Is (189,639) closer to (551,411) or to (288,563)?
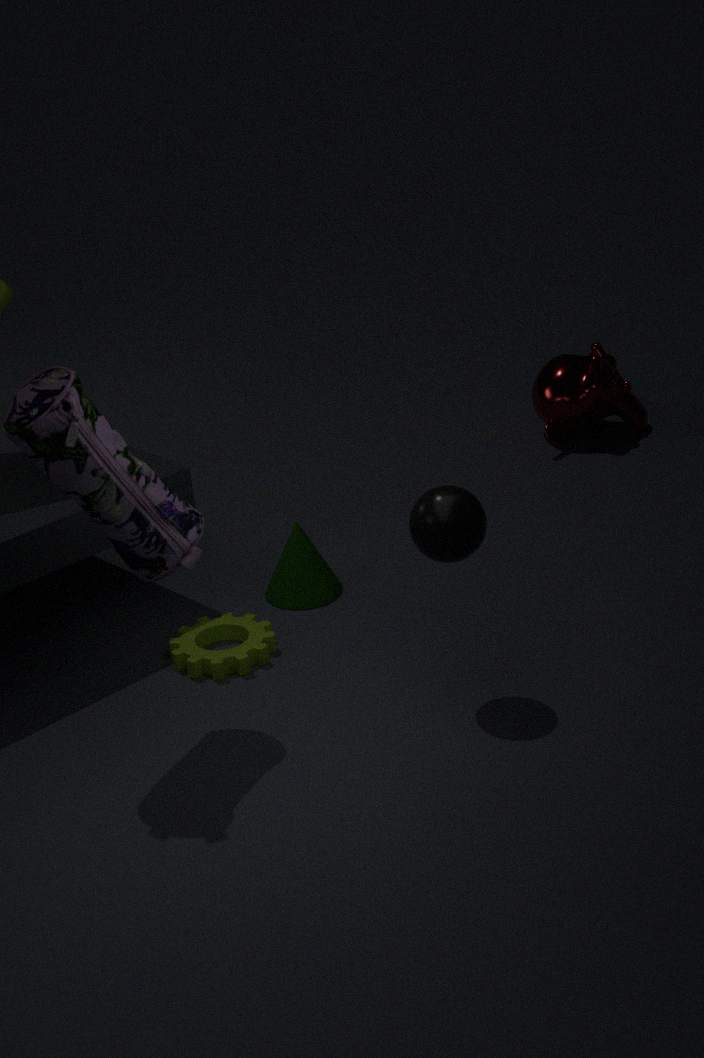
(288,563)
